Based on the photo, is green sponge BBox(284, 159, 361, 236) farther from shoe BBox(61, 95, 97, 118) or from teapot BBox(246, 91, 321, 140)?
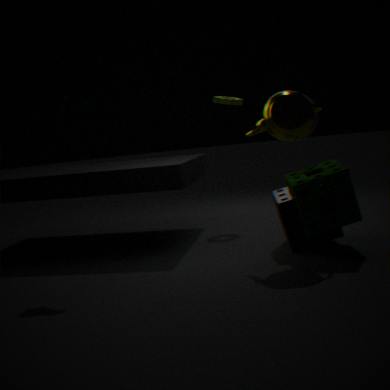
shoe BBox(61, 95, 97, 118)
